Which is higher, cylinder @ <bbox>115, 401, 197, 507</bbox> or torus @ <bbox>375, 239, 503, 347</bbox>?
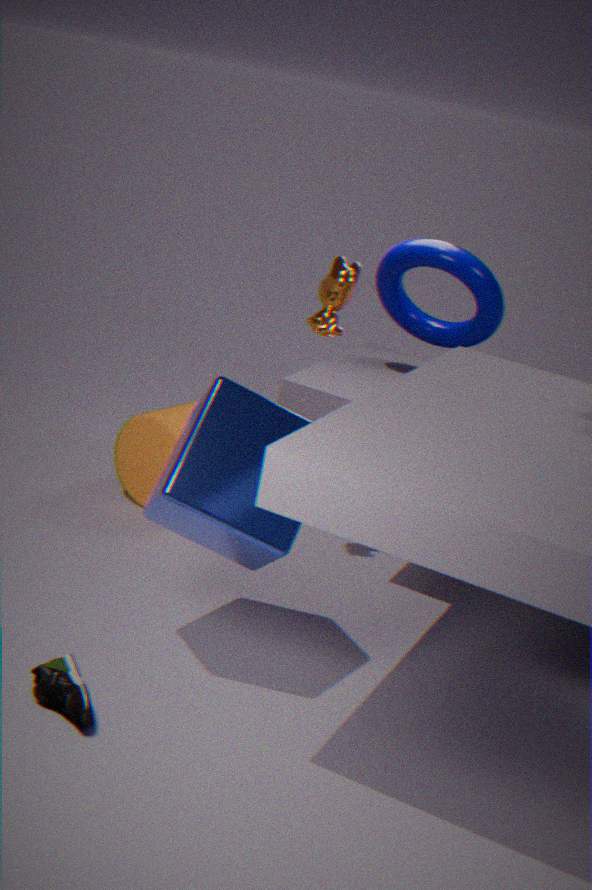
torus @ <bbox>375, 239, 503, 347</bbox>
